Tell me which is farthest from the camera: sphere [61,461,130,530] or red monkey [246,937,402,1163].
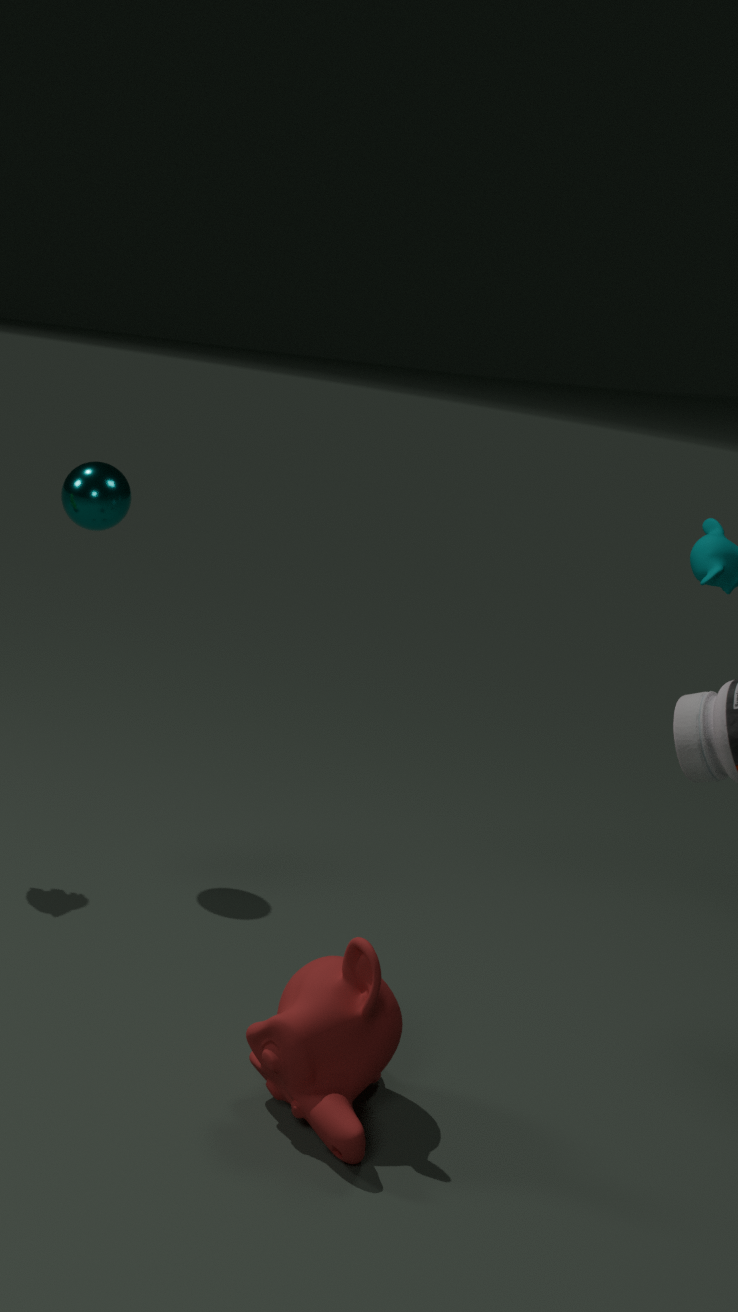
sphere [61,461,130,530]
